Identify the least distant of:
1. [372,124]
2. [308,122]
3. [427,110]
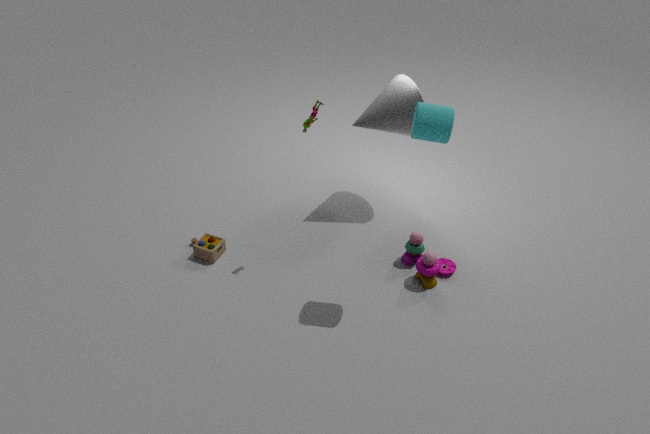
[427,110]
